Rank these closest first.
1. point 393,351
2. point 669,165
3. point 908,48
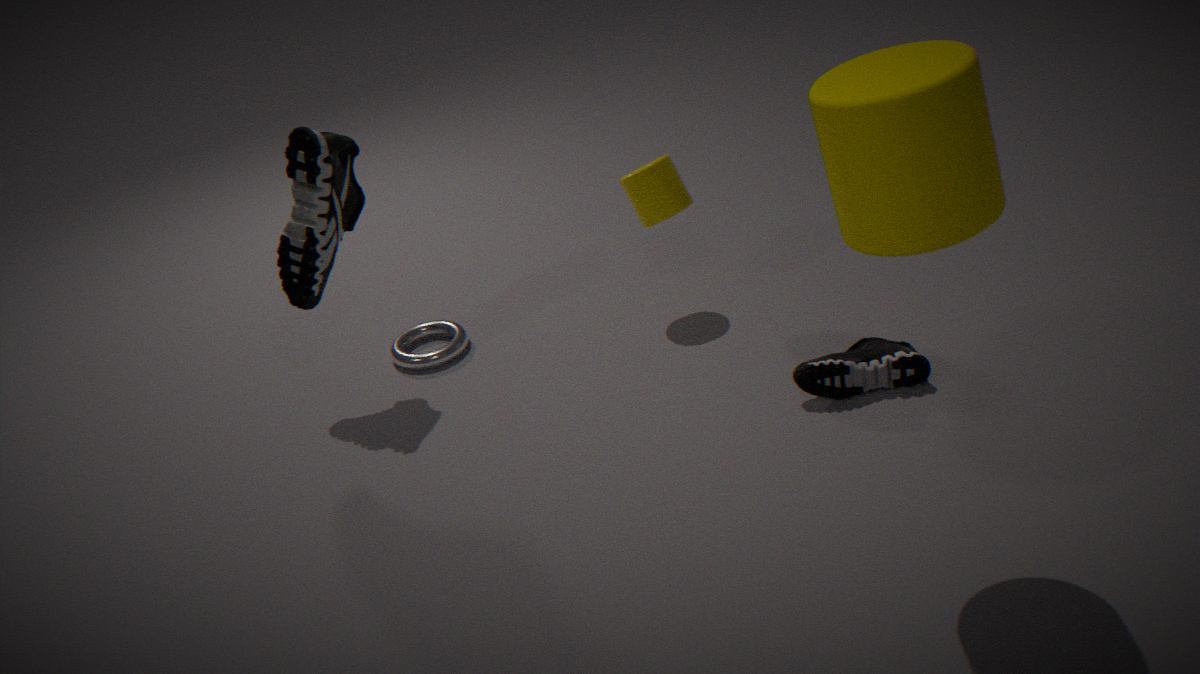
point 908,48 → point 669,165 → point 393,351
